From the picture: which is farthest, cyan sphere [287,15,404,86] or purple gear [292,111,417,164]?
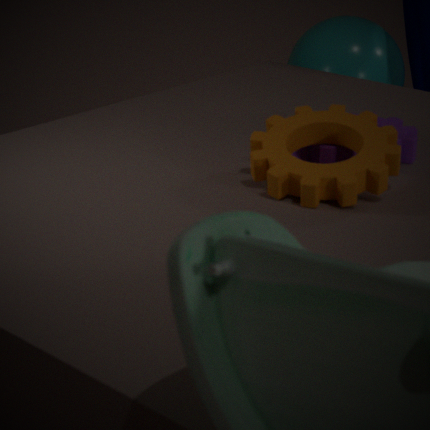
cyan sphere [287,15,404,86]
